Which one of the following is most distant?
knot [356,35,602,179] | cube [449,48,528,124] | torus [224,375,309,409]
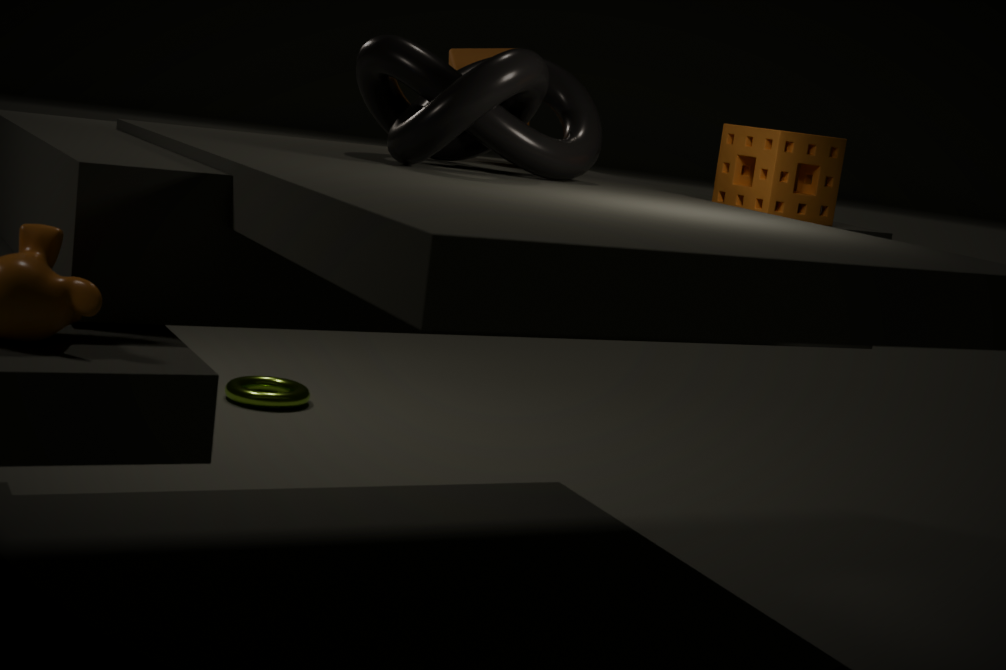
torus [224,375,309,409]
